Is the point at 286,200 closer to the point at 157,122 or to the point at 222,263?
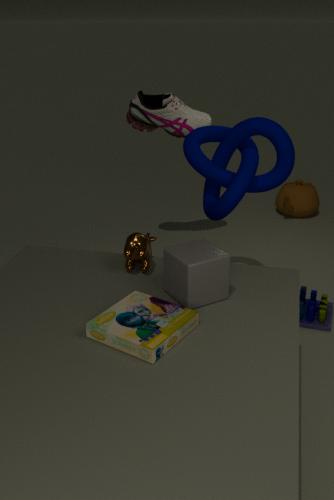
the point at 157,122
